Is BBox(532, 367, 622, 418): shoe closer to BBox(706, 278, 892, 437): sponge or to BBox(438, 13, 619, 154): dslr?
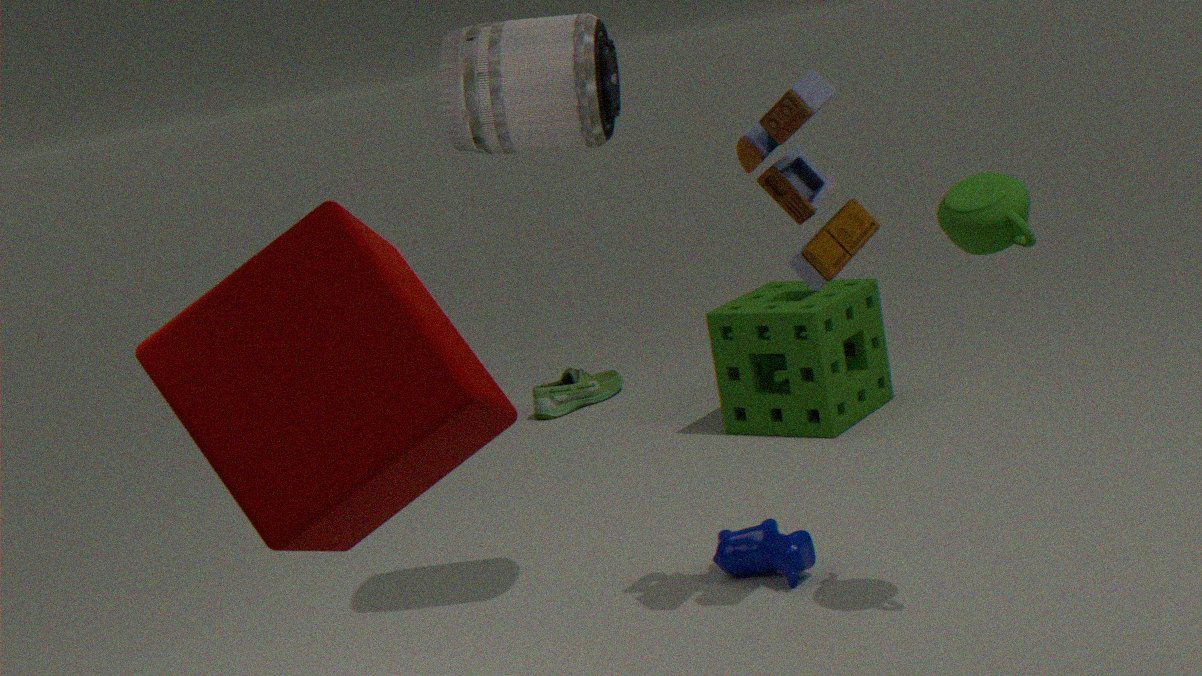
BBox(706, 278, 892, 437): sponge
